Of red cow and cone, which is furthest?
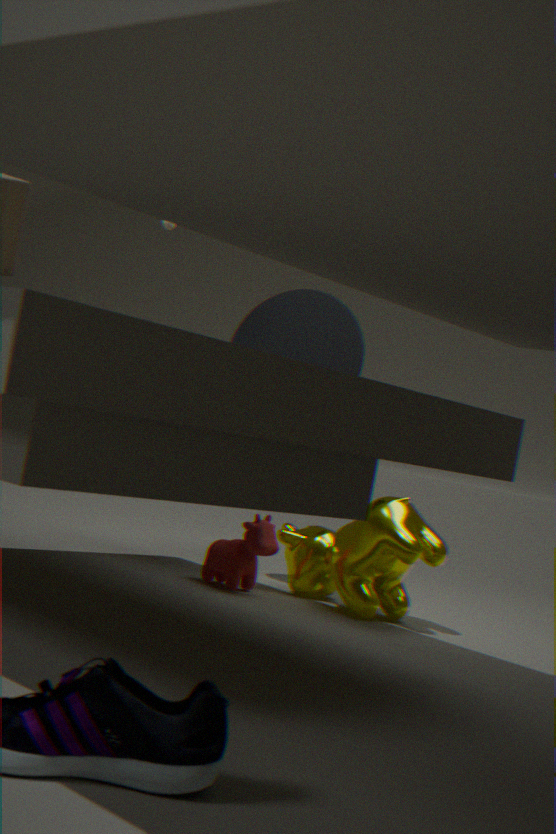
cone
